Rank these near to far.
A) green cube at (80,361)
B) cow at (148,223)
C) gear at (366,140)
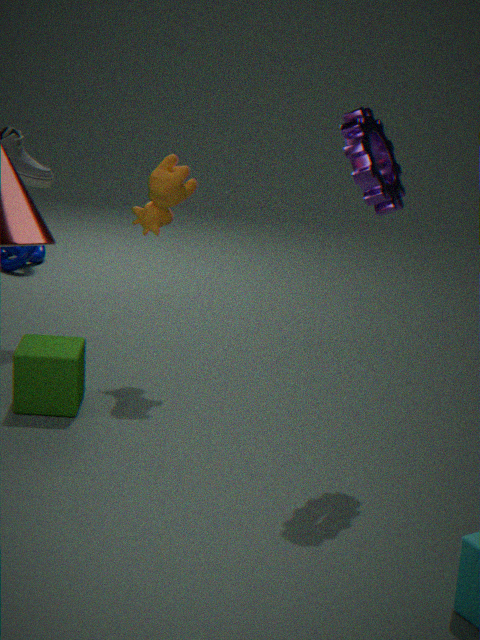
gear at (366,140) → green cube at (80,361) → cow at (148,223)
